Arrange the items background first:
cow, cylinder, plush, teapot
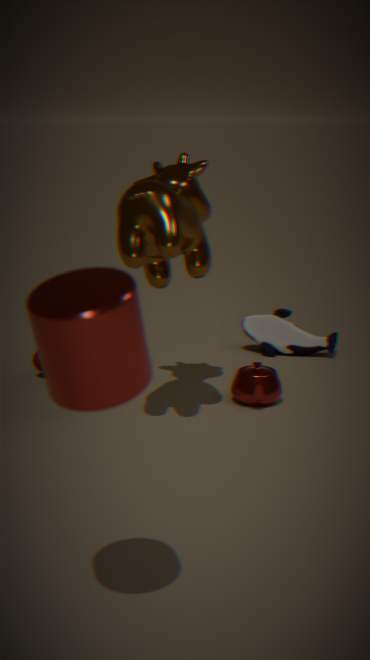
plush < teapot < cow < cylinder
